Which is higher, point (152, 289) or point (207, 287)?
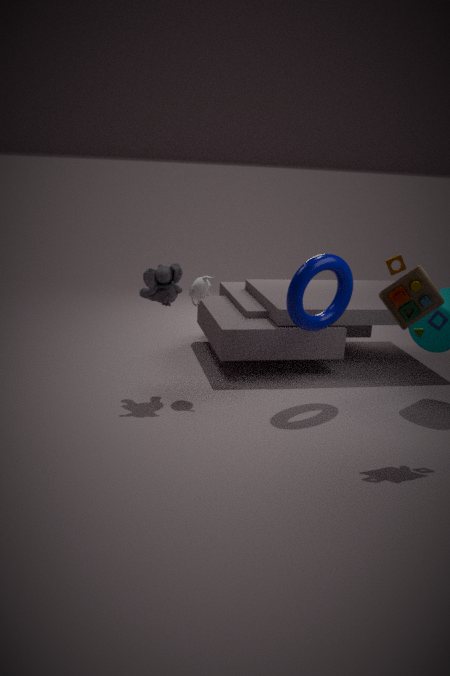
point (152, 289)
